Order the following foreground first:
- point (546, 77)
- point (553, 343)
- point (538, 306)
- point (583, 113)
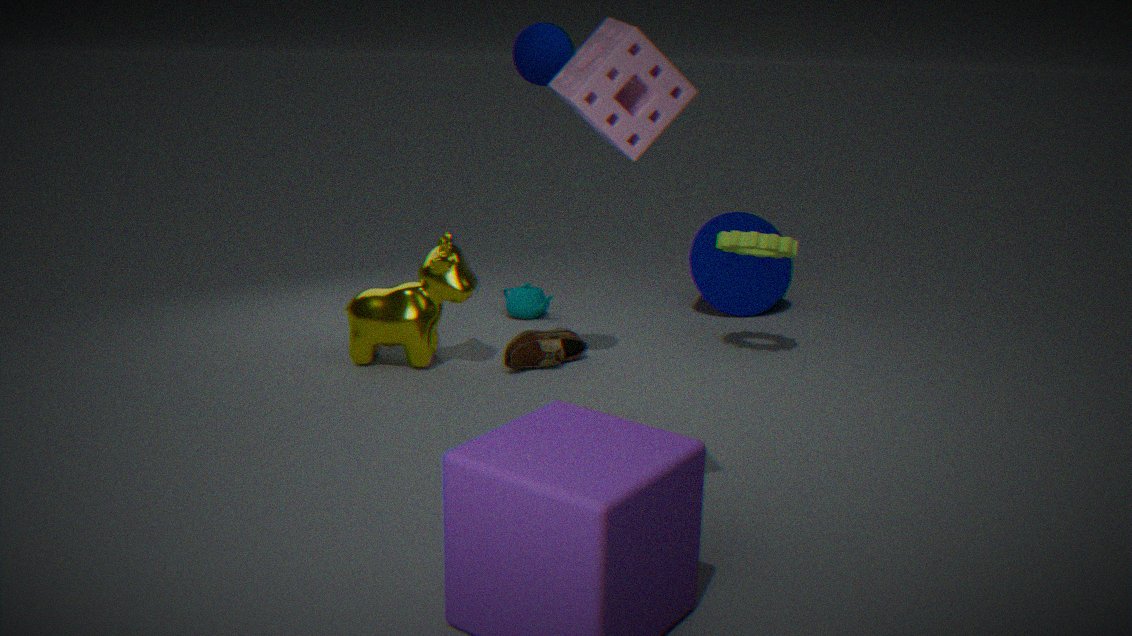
point (583, 113) → point (546, 77) → point (553, 343) → point (538, 306)
